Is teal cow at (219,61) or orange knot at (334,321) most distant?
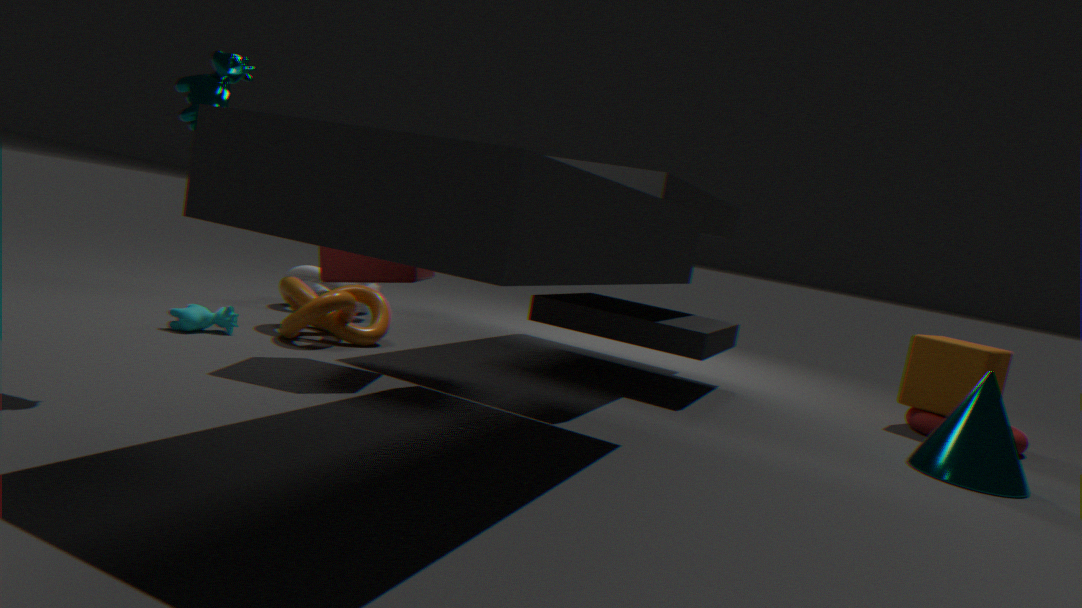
orange knot at (334,321)
